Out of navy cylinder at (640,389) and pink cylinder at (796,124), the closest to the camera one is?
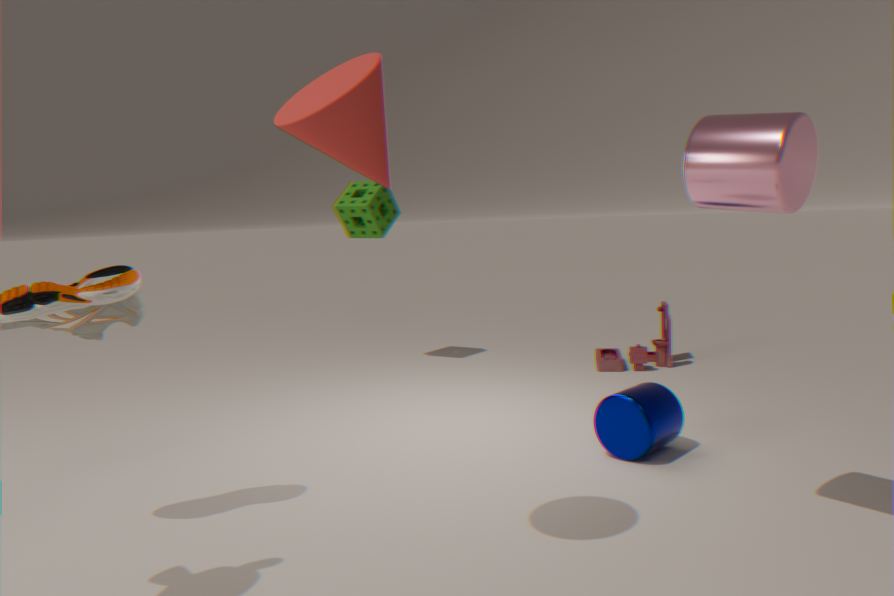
pink cylinder at (796,124)
